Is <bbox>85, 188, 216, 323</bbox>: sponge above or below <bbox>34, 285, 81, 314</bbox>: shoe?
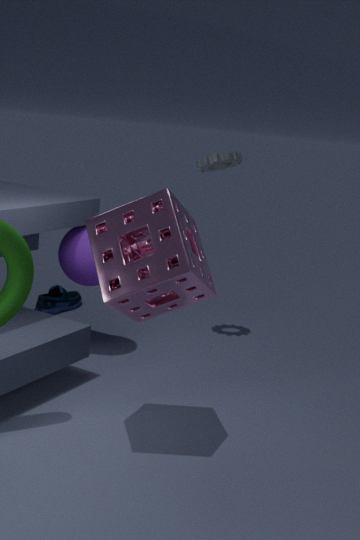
above
